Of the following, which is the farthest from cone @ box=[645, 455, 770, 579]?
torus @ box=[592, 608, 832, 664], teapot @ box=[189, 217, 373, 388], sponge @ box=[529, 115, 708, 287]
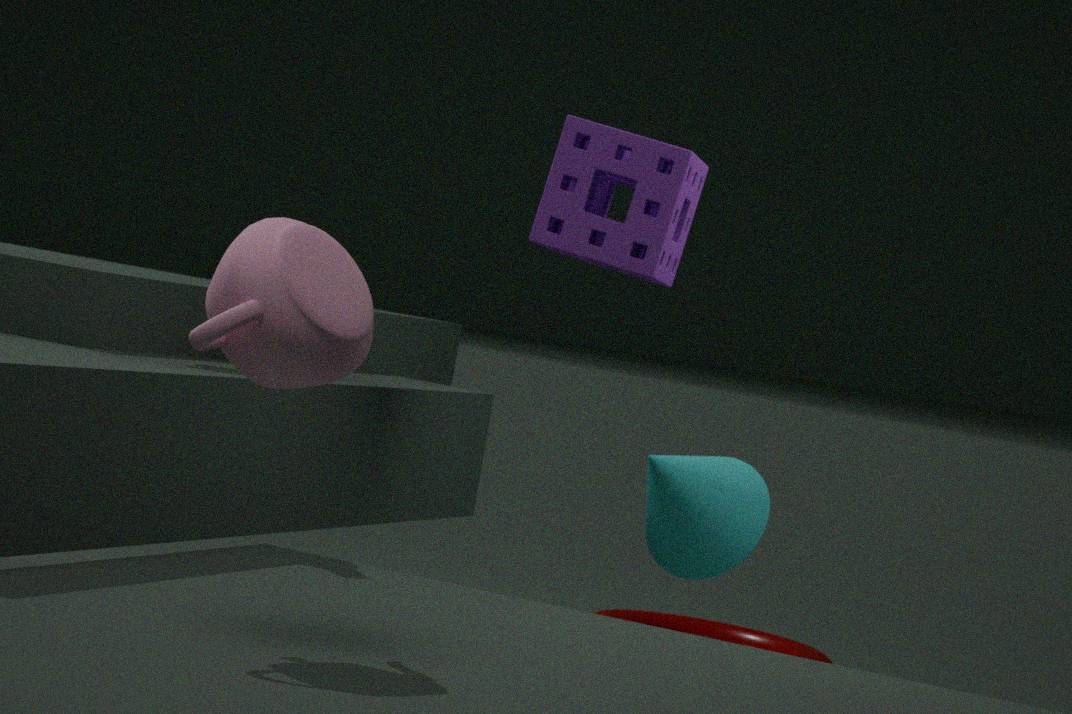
teapot @ box=[189, 217, 373, 388]
